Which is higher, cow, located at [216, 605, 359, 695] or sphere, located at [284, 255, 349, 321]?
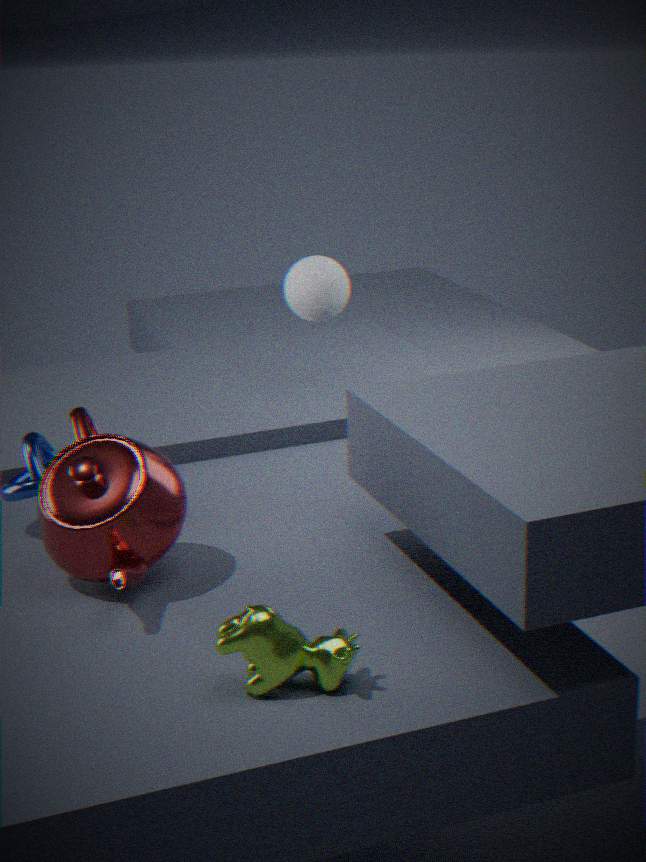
sphere, located at [284, 255, 349, 321]
